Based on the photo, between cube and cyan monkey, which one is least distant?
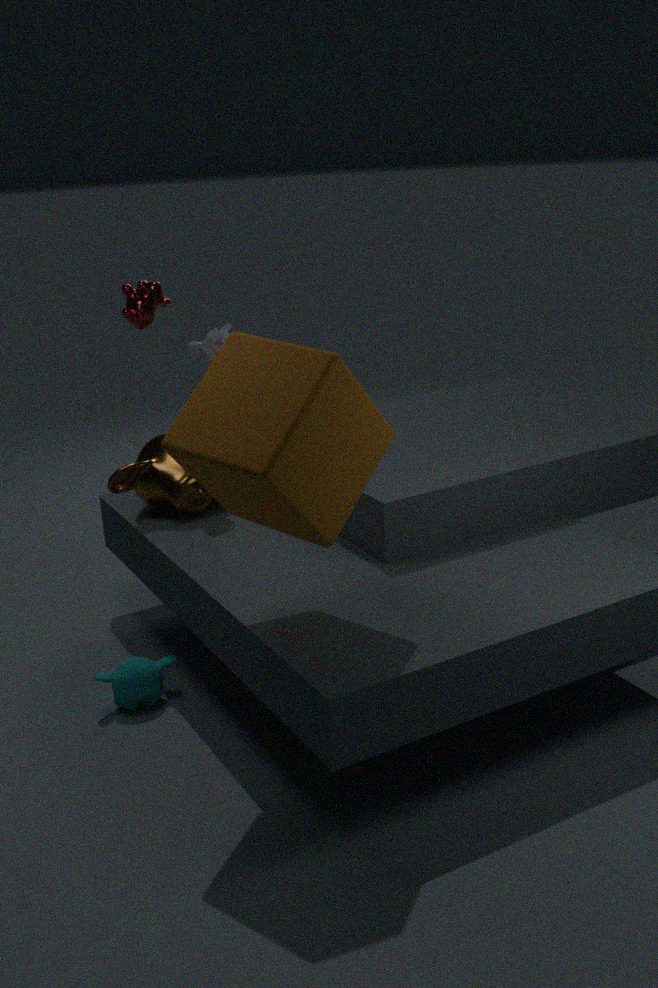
cube
